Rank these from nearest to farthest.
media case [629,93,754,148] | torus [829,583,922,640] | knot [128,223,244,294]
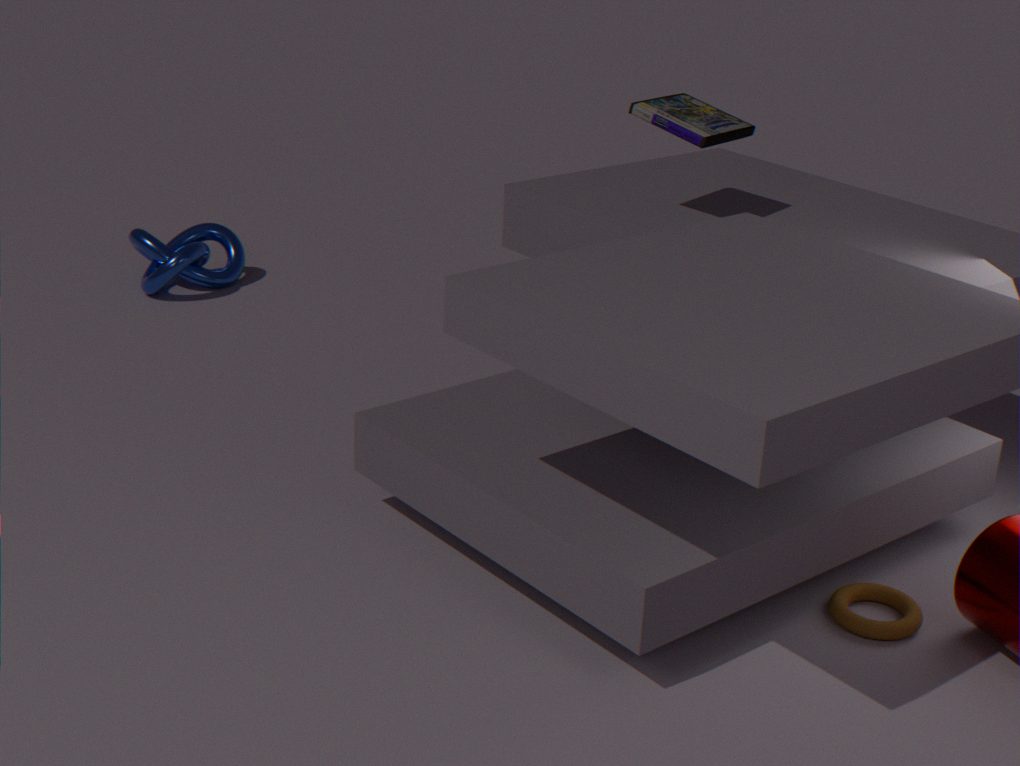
torus [829,583,922,640] < media case [629,93,754,148] < knot [128,223,244,294]
